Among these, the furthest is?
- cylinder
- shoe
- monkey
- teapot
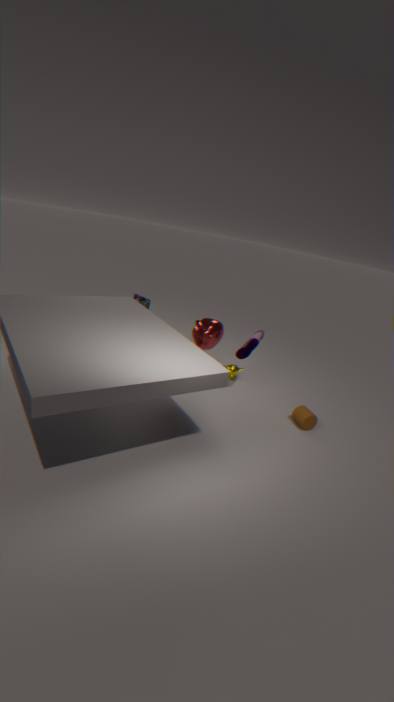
monkey
